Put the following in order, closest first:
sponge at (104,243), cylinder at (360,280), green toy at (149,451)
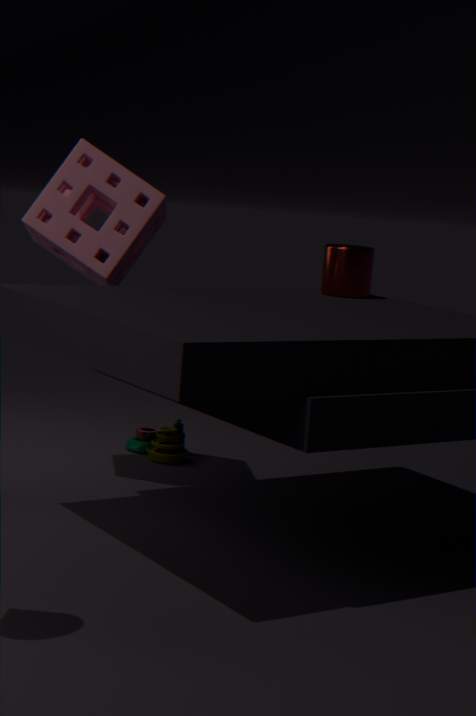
sponge at (104,243) → cylinder at (360,280) → green toy at (149,451)
